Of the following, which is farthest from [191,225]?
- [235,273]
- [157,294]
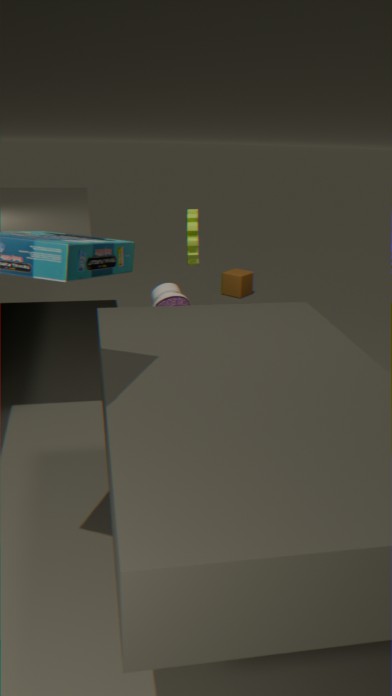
[235,273]
